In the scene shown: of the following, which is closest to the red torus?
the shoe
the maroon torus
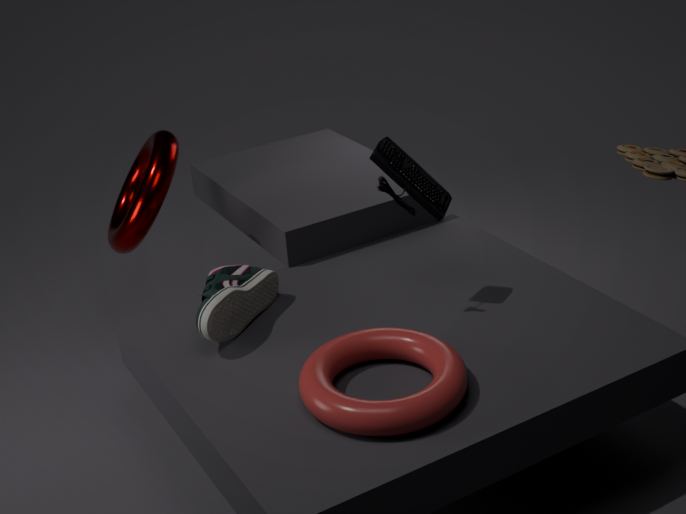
the shoe
